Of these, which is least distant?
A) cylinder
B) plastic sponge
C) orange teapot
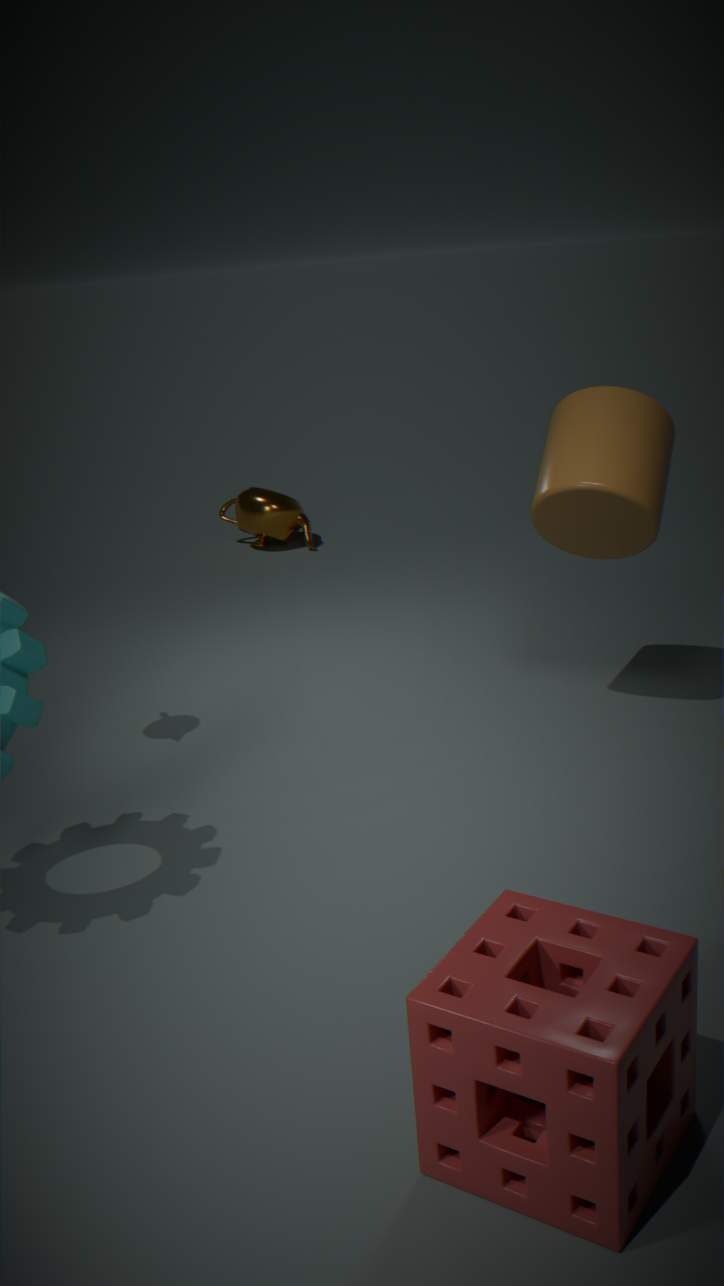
plastic sponge
